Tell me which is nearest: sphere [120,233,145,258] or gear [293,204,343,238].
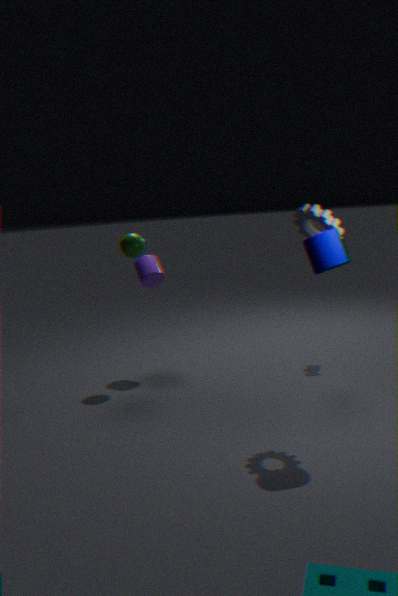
gear [293,204,343,238]
